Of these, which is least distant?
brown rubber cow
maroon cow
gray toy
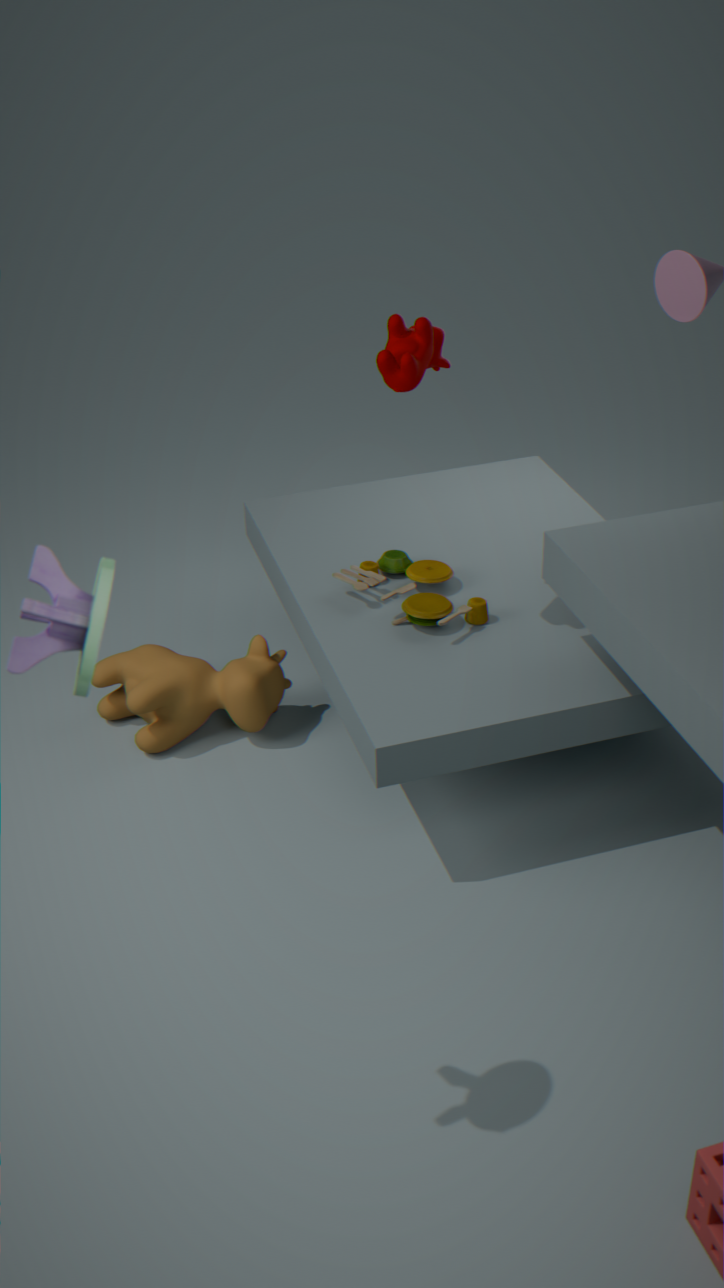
gray toy
